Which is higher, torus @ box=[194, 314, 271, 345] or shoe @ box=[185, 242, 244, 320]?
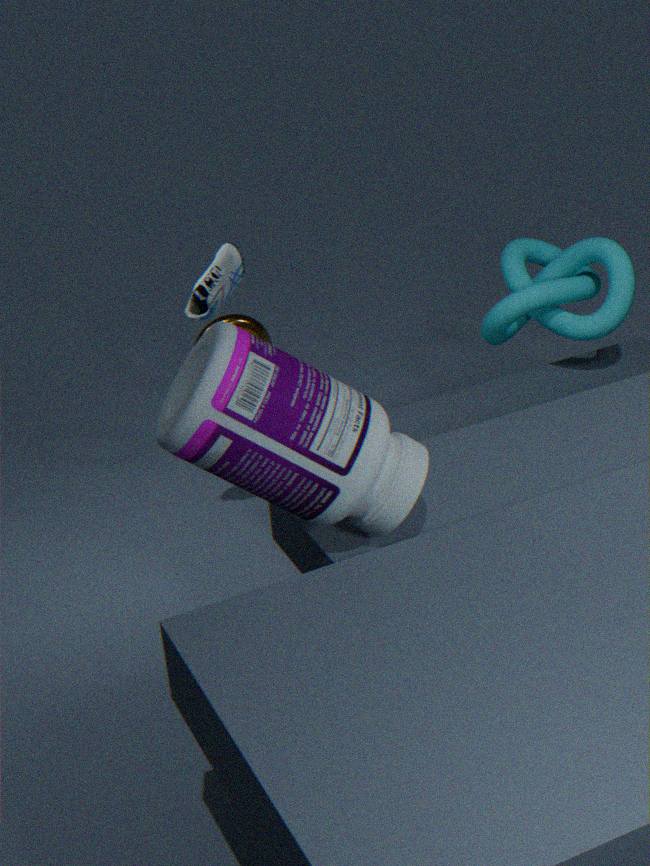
shoe @ box=[185, 242, 244, 320]
